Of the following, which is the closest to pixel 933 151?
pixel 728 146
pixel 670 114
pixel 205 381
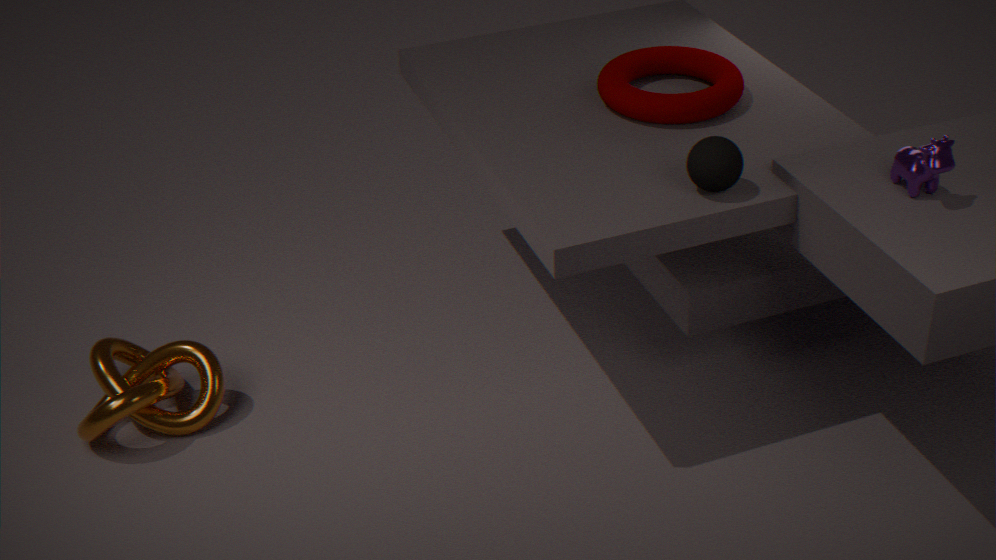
pixel 728 146
